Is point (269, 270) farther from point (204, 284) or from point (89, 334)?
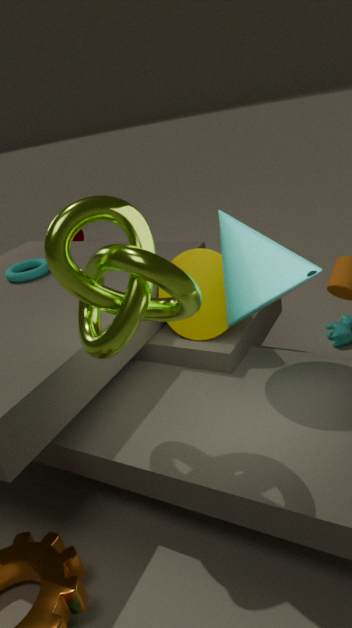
point (89, 334)
